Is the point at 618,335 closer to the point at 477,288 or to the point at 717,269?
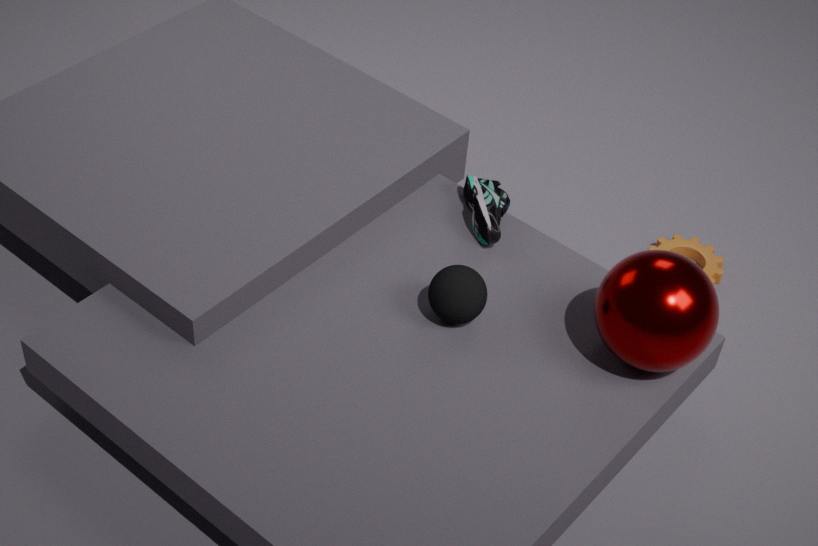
the point at 477,288
